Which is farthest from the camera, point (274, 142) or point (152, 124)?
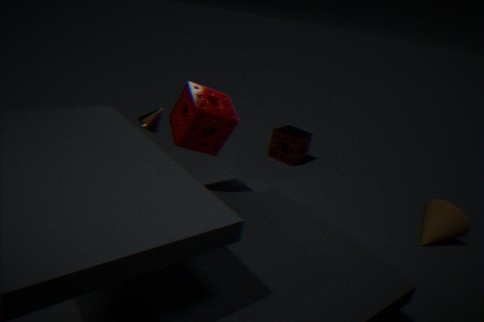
point (274, 142)
